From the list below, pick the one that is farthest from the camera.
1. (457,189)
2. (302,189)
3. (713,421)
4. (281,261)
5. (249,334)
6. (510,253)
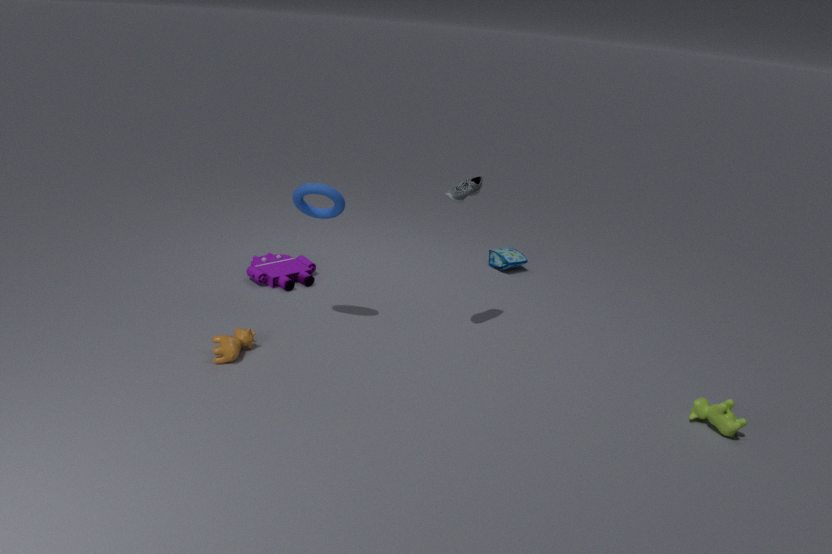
(510,253)
